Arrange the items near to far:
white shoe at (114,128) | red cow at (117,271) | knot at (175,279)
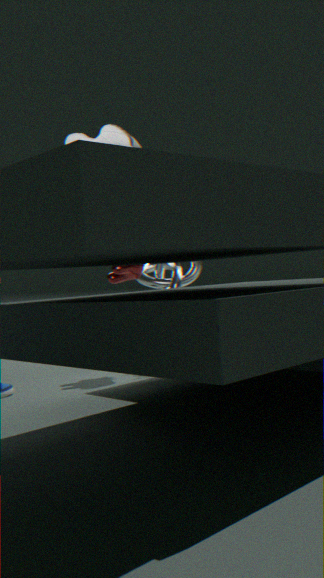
white shoe at (114,128) → red cow at (117,271) → knot at (175,279)
